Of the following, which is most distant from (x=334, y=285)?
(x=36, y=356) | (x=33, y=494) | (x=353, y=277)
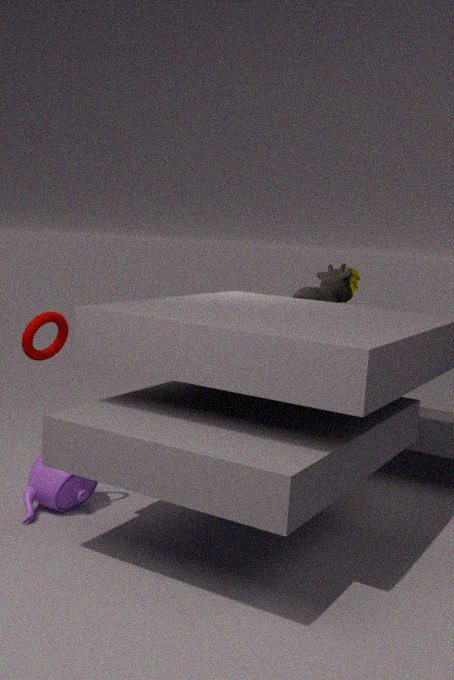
(x=33, y=494)
